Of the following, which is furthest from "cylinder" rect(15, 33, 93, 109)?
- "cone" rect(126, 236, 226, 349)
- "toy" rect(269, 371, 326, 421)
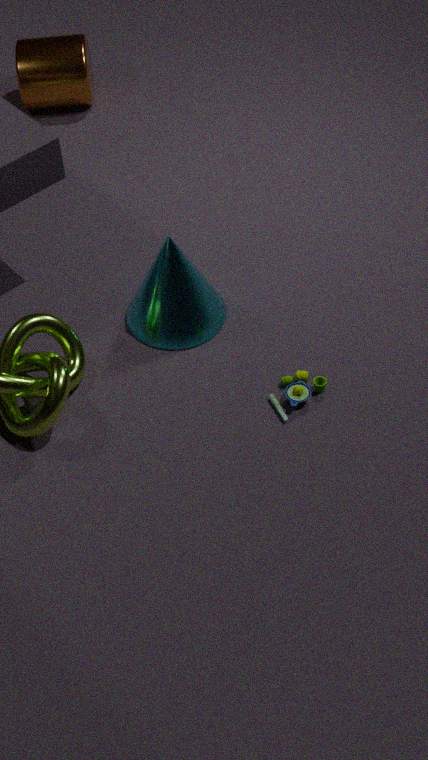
"toy" rect(269, 371, 326, 421)
